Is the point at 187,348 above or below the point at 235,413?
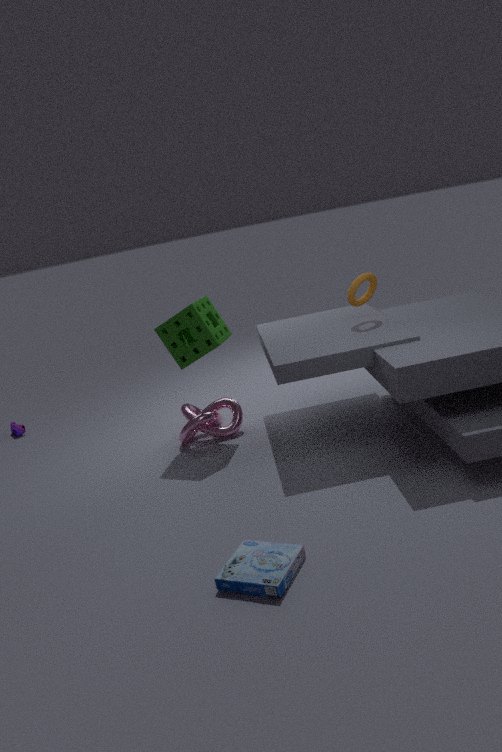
above
